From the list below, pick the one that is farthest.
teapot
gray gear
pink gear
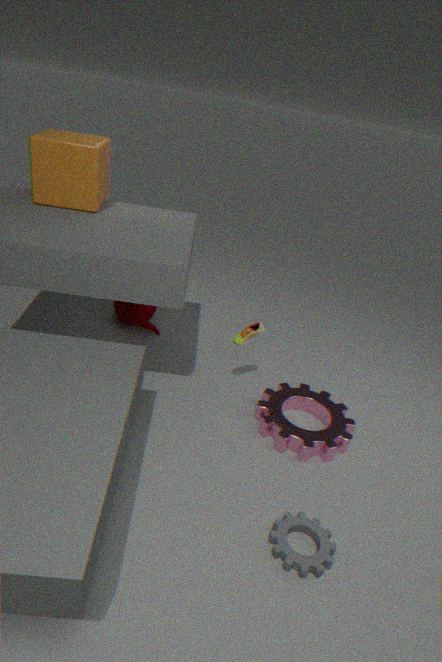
teapot
